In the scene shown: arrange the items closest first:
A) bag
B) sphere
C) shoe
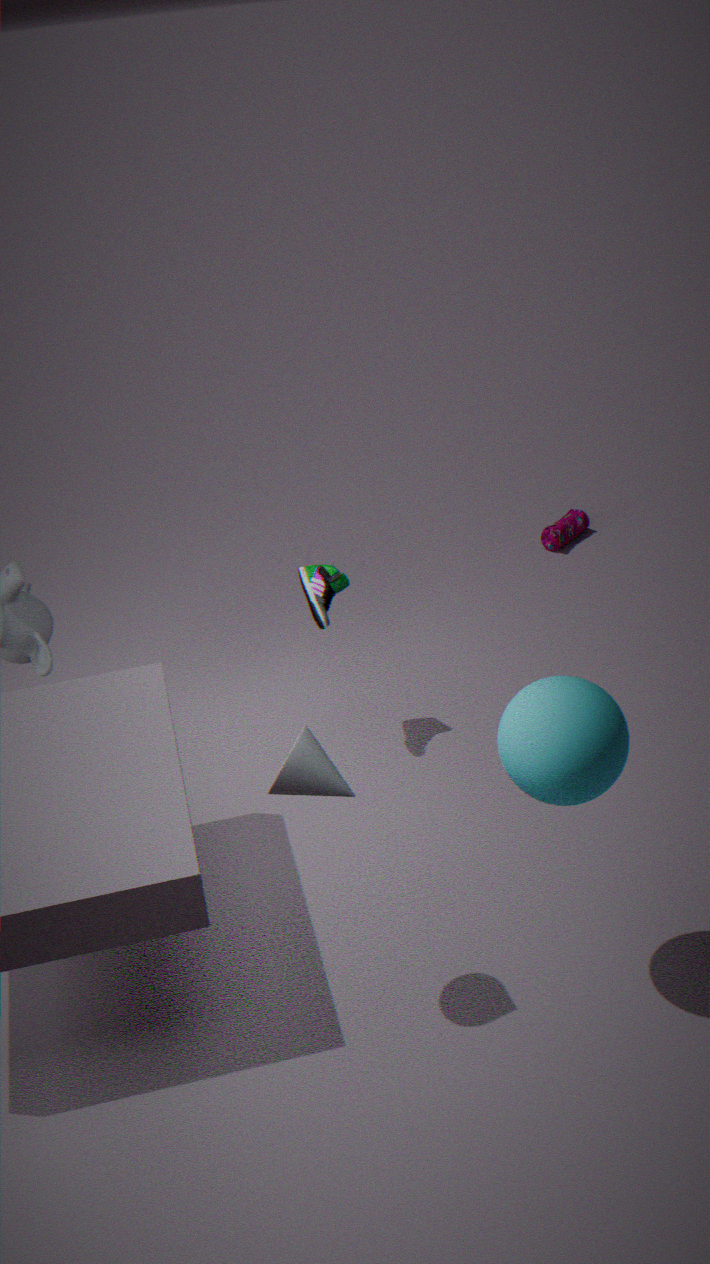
sphere < shoe < bag
